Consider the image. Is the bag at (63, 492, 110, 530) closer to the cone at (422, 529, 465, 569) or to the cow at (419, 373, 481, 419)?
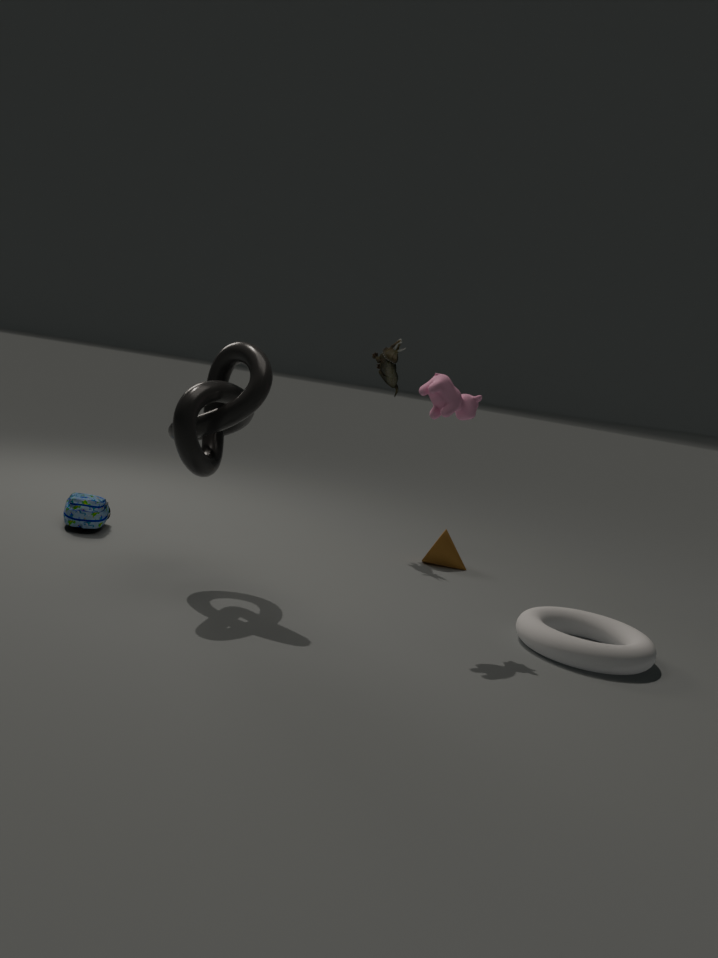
the cone at (422, 529, 465, 569)
